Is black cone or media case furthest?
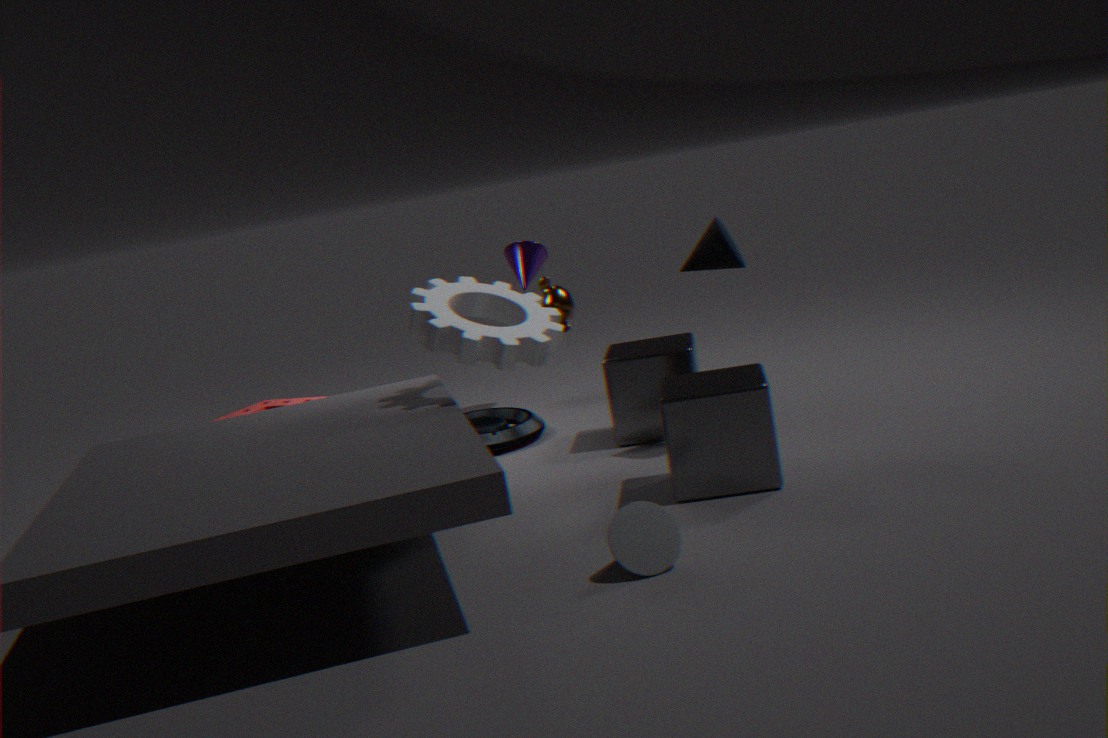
media case
